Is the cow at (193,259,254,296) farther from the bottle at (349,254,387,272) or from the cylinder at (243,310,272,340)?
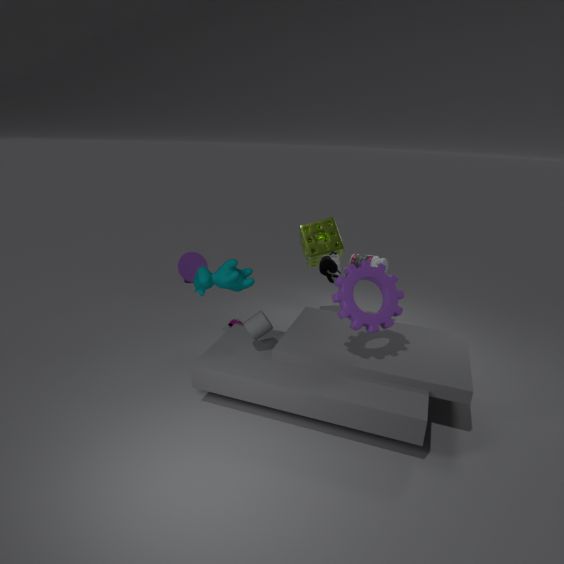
the bottle at (349,254,387,272)
